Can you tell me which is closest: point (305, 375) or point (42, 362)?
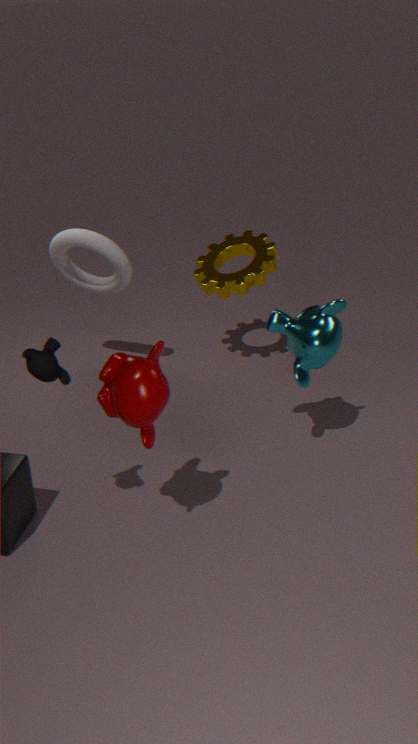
point (42, 362)
